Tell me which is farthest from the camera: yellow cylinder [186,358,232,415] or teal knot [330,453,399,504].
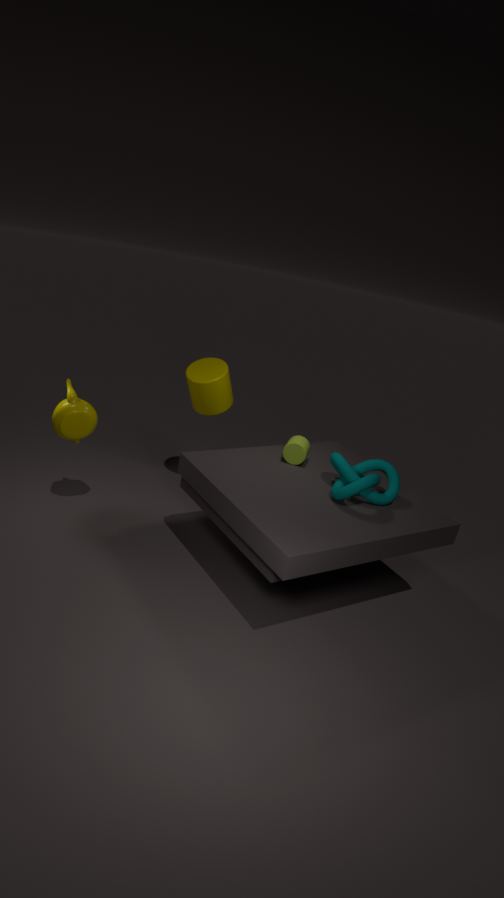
yellow cylinder [186,358,232,415]
